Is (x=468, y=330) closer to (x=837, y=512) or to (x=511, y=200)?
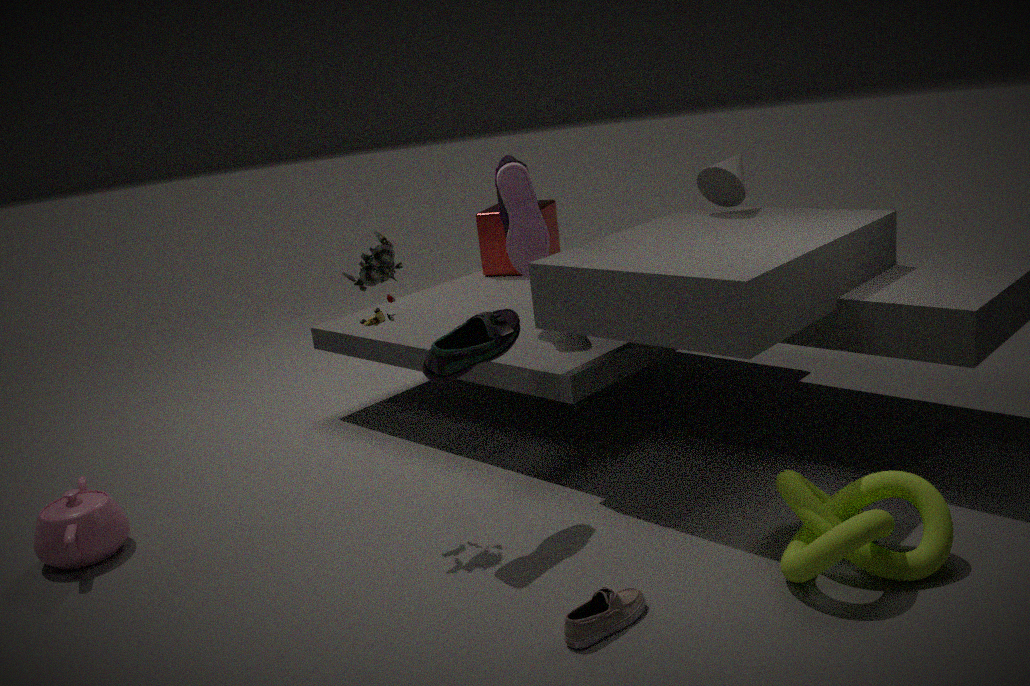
(x=511, y=200)
